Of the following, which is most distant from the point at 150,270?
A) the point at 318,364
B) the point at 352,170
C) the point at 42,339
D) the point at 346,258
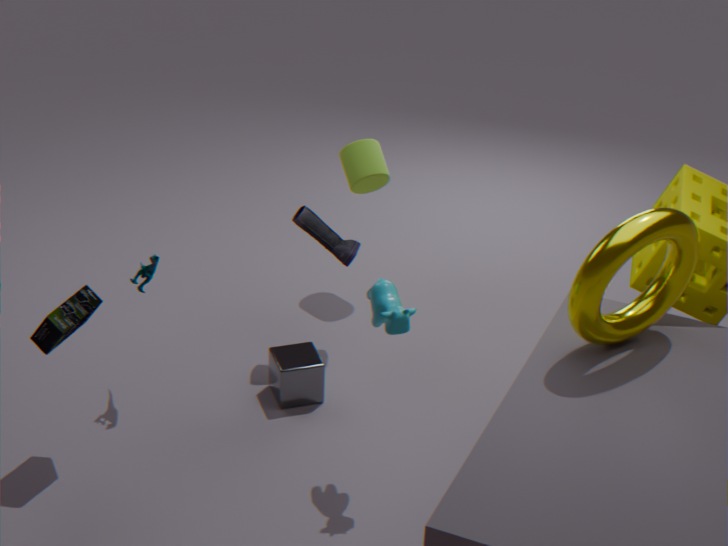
the point at 352,170
